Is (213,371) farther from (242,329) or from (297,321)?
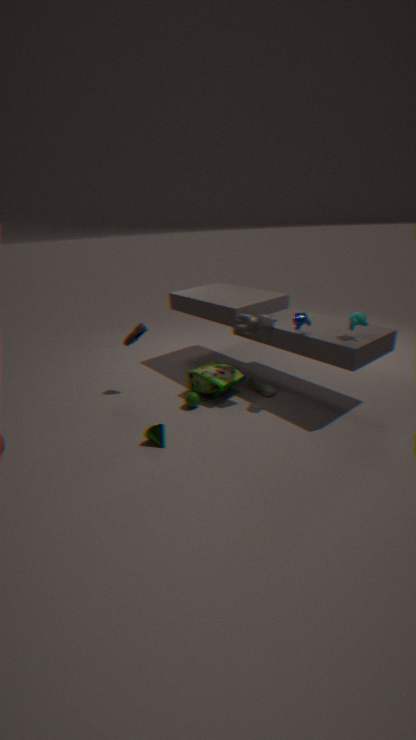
(297,321)
